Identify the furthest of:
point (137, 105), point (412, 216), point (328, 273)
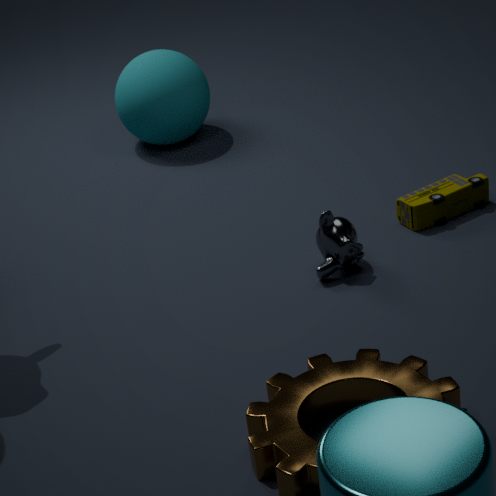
point (137, 105)
